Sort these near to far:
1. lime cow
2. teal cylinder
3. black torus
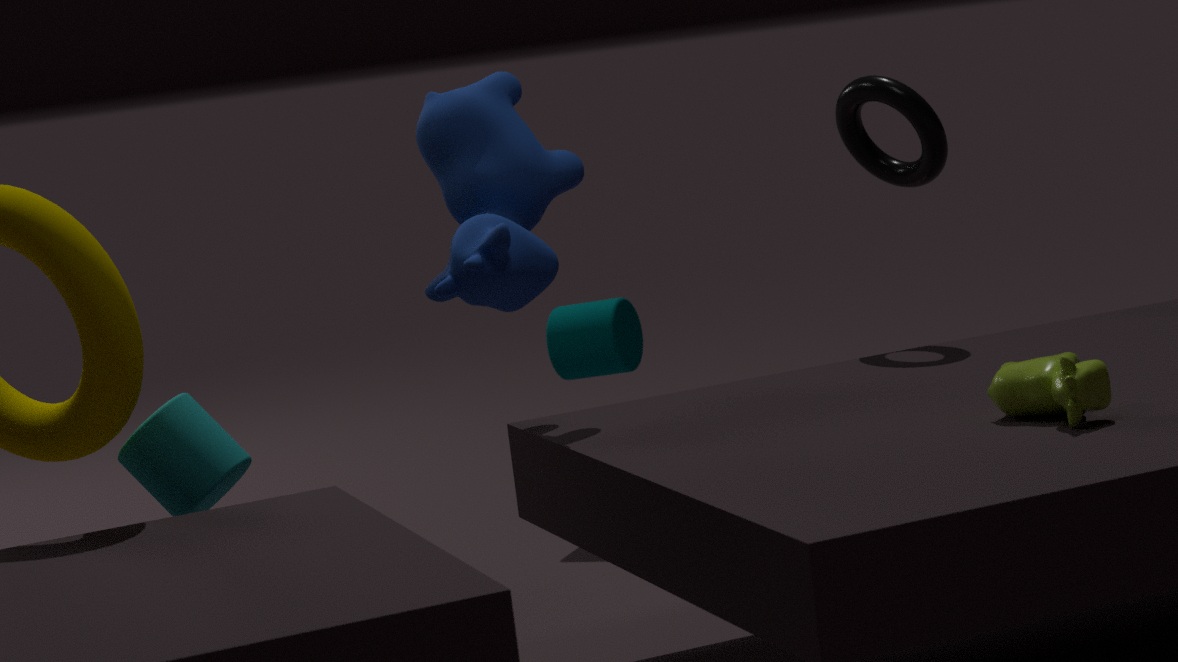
lime cow, black torus, teal cylinder
